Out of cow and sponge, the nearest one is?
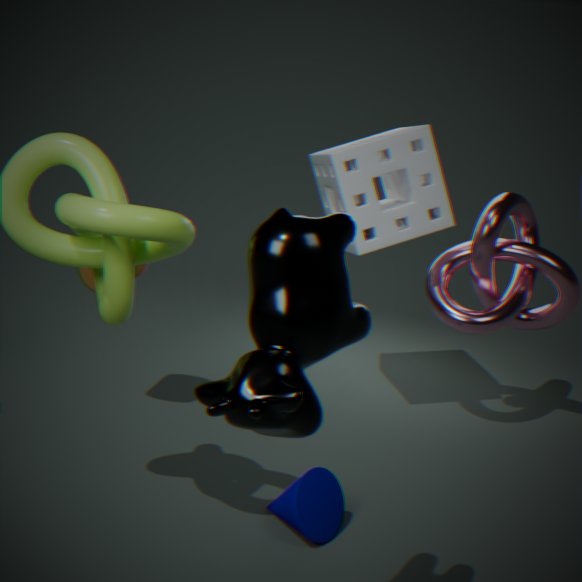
cow
